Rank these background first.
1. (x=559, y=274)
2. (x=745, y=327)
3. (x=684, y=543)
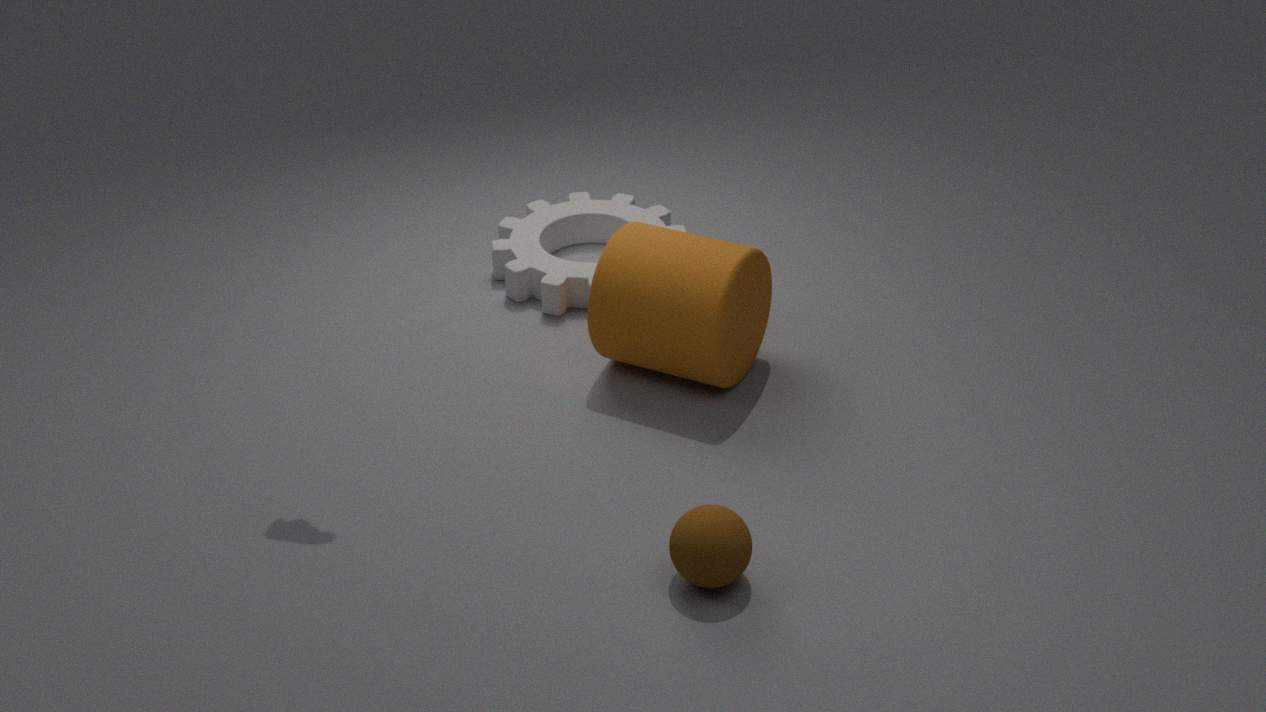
(x=559, y=274), (x=745, y=327), (x=684, y=543)
